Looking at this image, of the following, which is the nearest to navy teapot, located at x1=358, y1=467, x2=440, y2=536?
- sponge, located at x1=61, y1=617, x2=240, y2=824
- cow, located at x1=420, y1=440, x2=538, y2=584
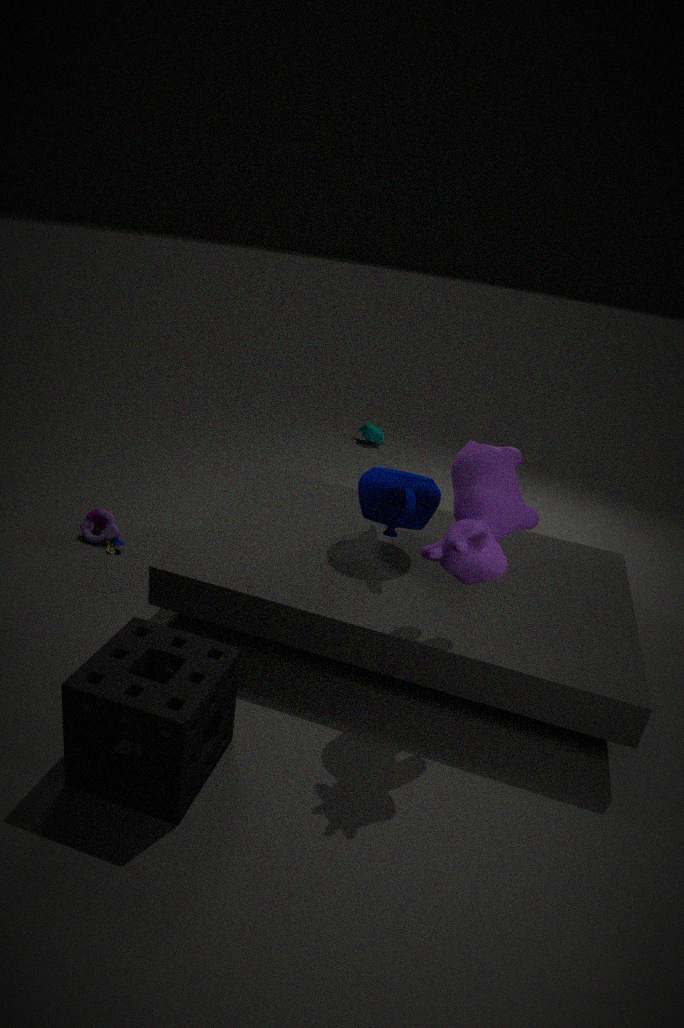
cow, located at x1=420, y1=440, x2=538, y2=584
